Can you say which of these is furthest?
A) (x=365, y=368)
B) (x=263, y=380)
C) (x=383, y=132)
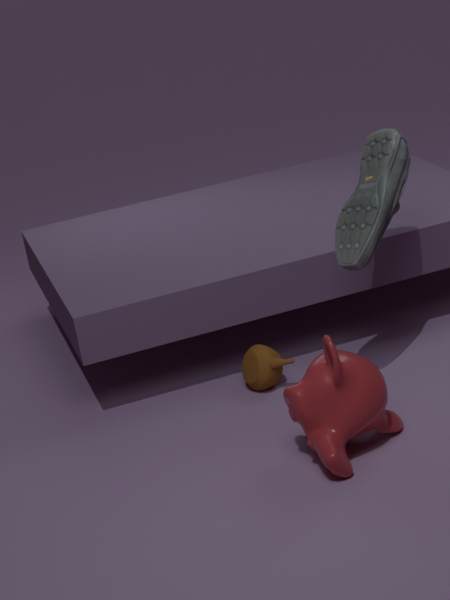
(x=263, y=380)
